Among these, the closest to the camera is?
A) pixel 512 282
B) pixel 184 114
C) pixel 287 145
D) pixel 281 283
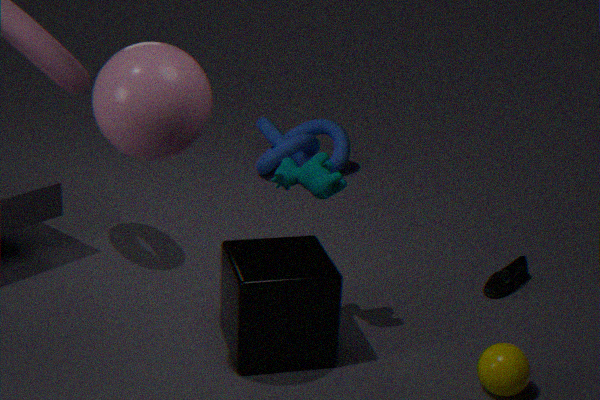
pixel 184 114
